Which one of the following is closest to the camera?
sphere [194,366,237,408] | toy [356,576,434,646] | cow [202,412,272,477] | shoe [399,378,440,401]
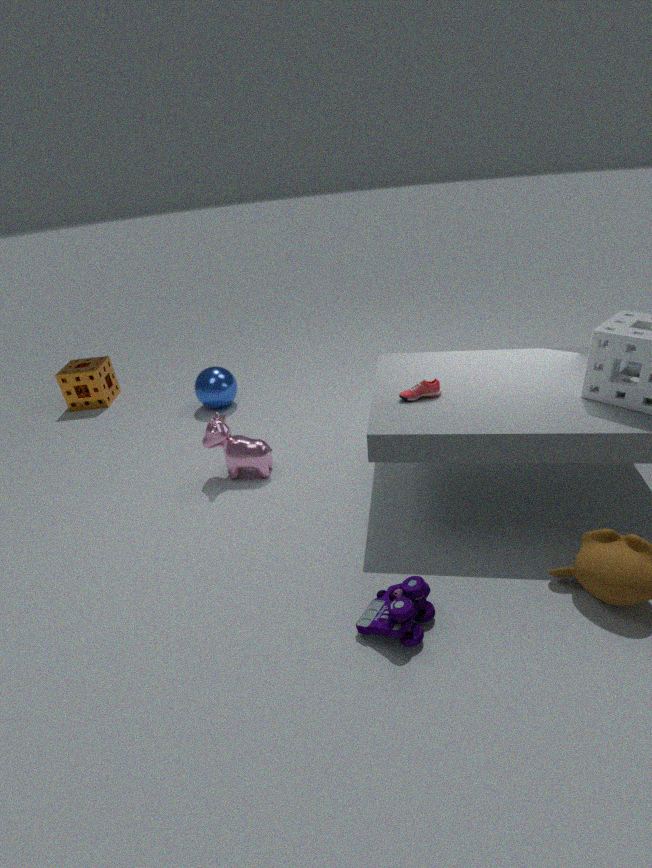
toy [356,576,434,646]
